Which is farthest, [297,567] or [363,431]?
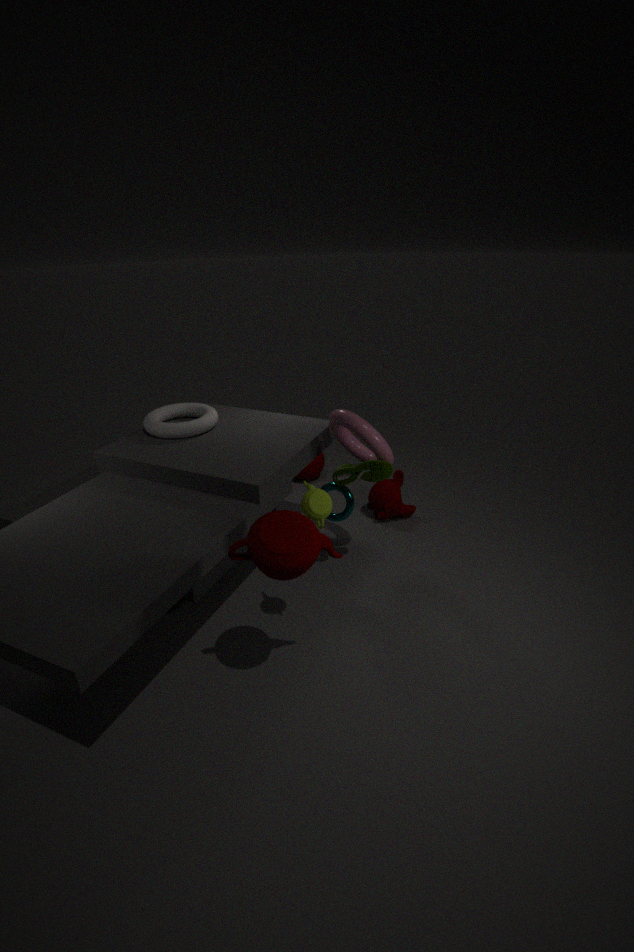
[363,431]
